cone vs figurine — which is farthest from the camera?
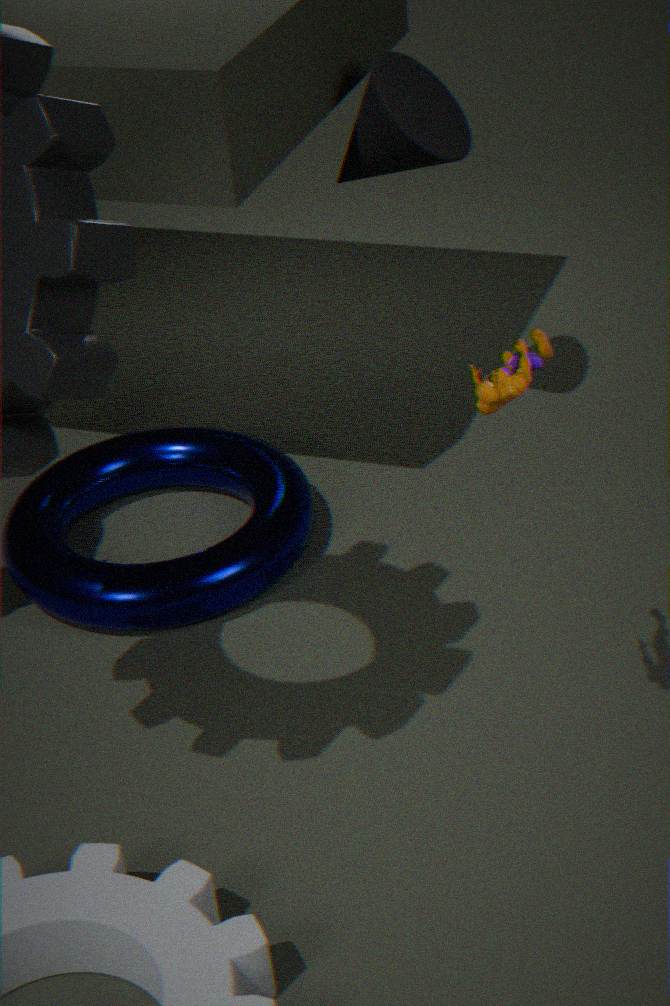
cone
